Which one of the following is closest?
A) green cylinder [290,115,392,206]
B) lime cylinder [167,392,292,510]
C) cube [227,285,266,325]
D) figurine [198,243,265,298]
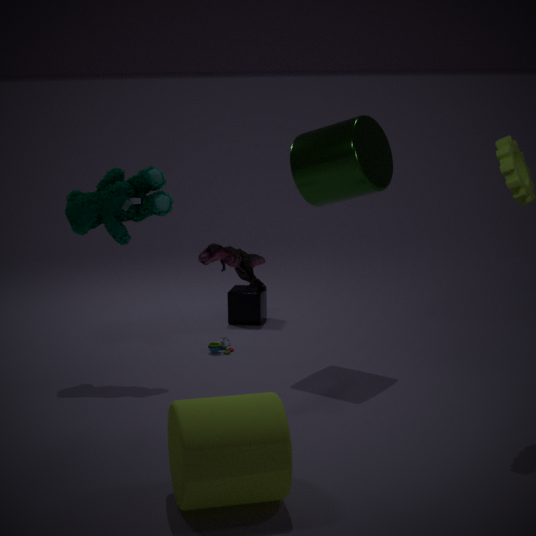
lime cylinder [167,392,292,510]
